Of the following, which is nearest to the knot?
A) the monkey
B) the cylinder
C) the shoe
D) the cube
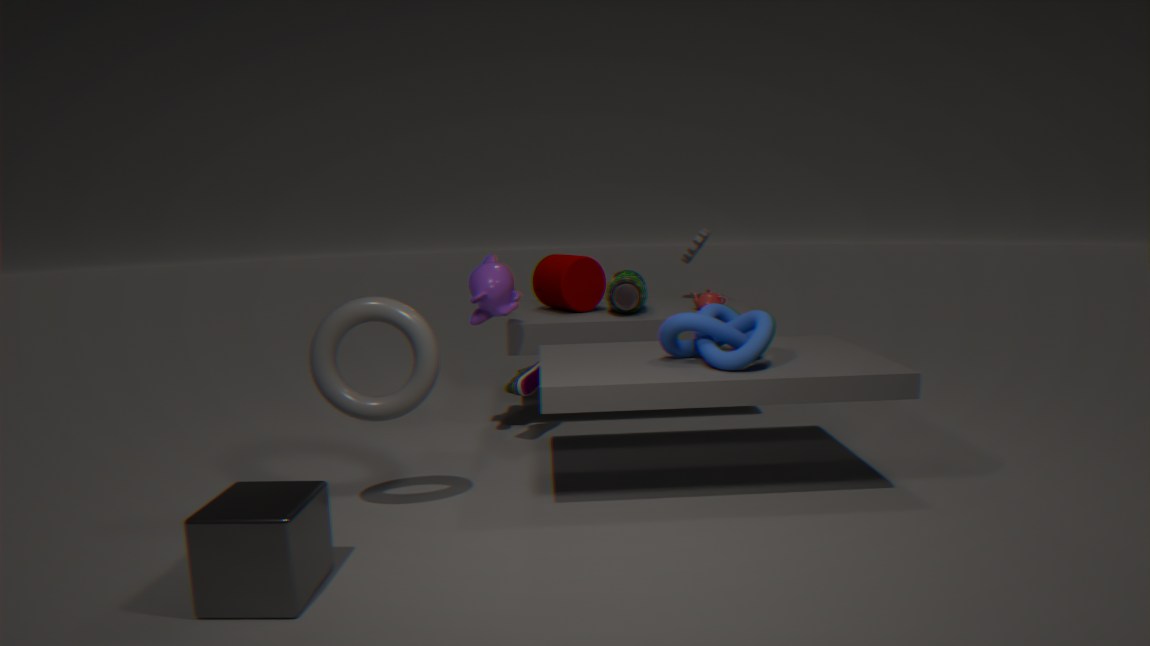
the shoe
